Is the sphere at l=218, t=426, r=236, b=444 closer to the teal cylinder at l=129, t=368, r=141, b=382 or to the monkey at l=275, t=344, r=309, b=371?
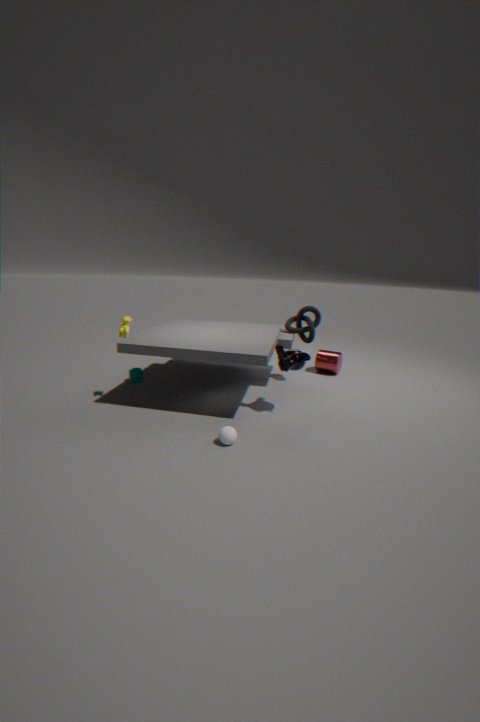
the monkey at l=275, t=344, r=309, b=371
